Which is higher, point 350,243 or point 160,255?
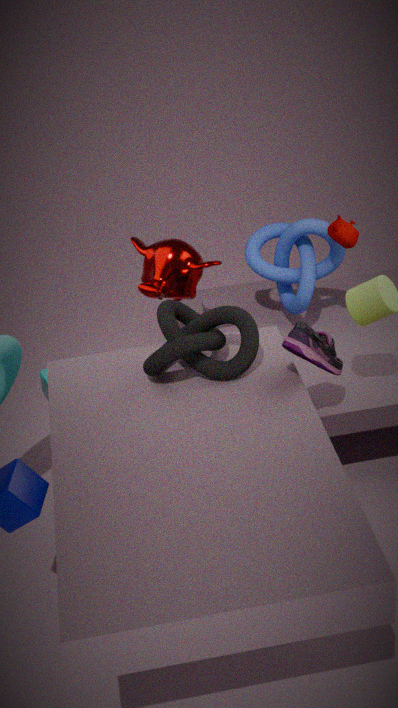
point 350,243
